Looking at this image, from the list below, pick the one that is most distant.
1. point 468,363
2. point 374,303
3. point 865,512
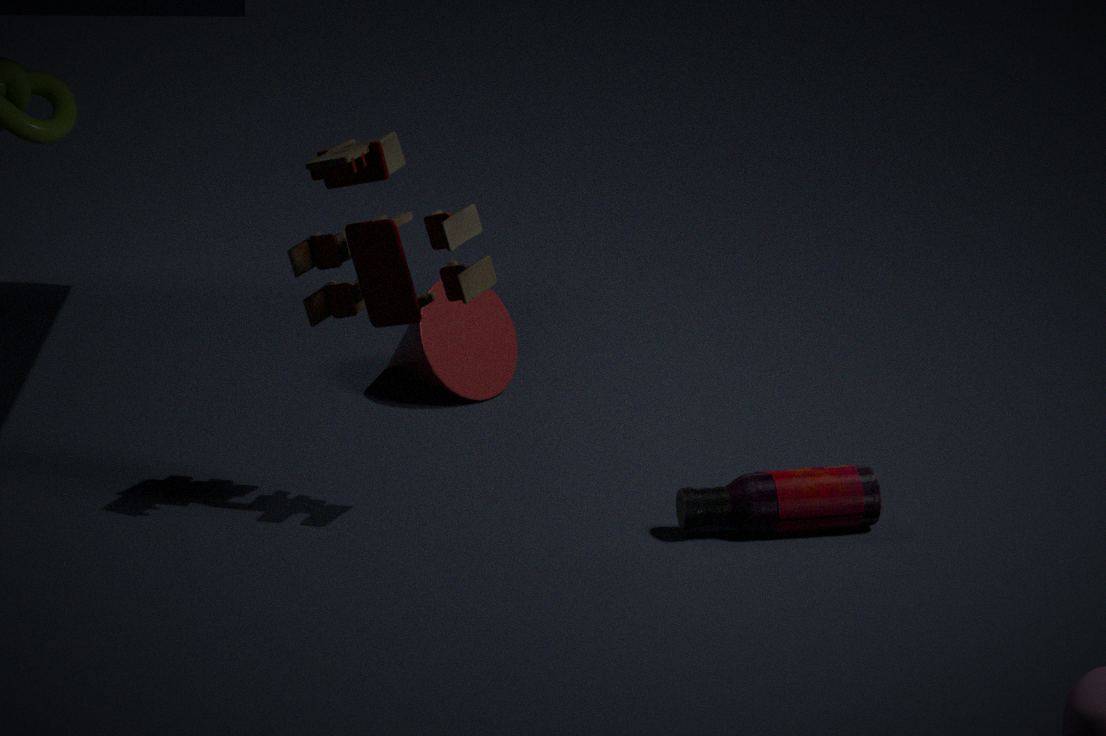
point 468,363
